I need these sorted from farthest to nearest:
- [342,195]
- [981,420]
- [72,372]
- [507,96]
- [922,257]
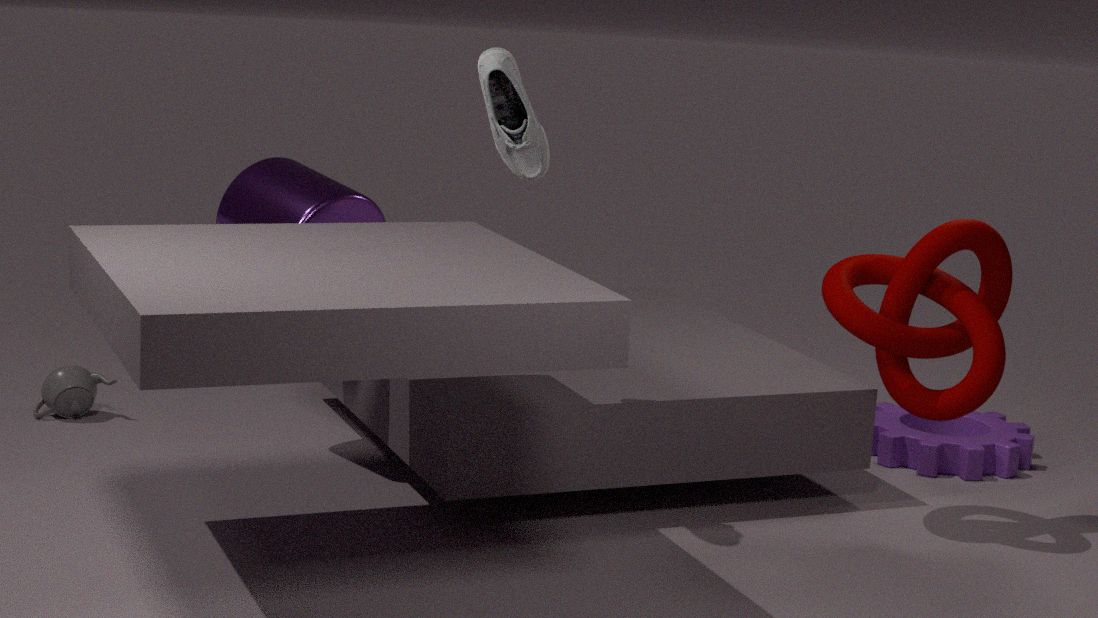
1. [981,420]
2. [72,372]
3. [342,195]
4. [922,257]
5. [507,96]
